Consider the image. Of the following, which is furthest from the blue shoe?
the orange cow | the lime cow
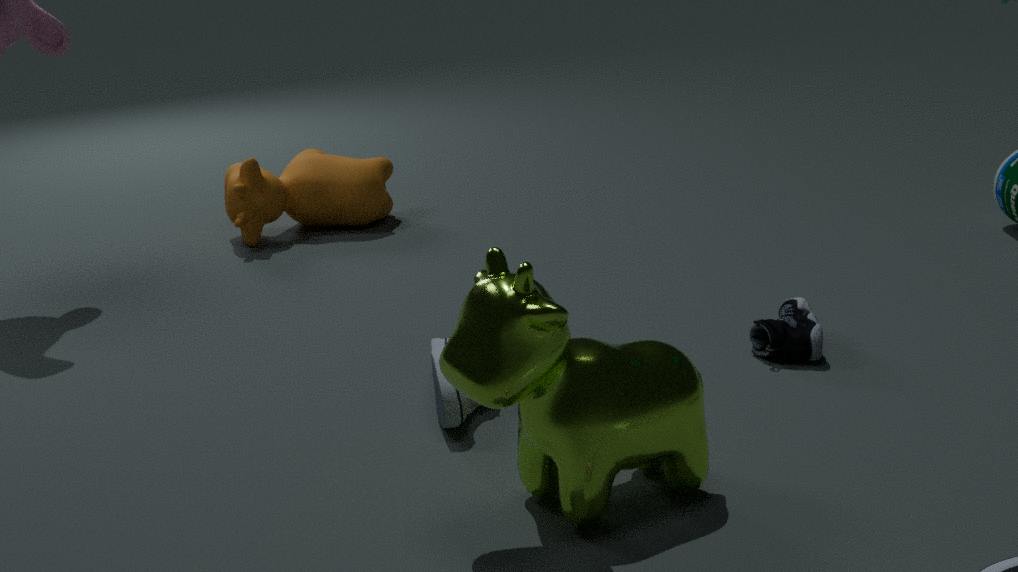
the orange cow
